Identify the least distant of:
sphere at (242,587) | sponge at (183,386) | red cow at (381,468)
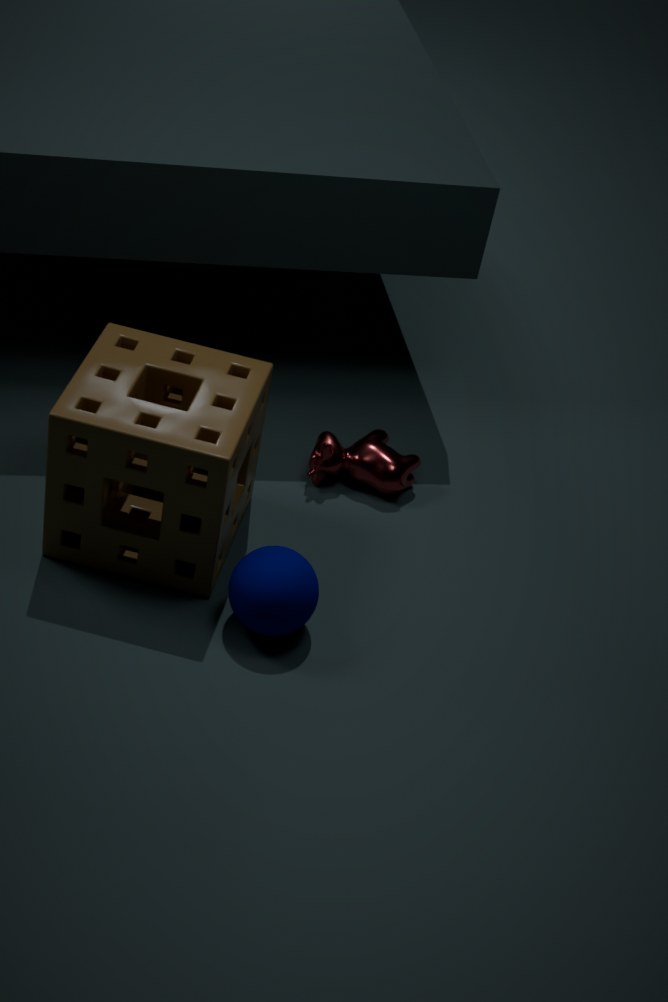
sponge at (183,386)
